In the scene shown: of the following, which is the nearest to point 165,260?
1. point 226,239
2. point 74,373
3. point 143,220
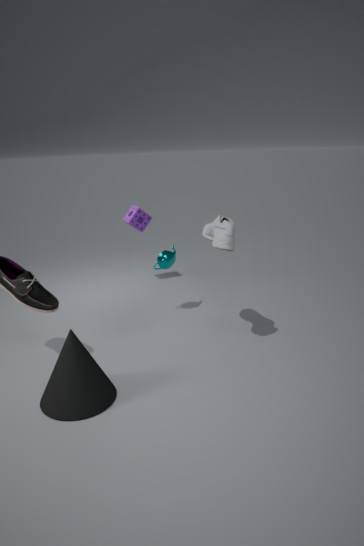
point 226,239
